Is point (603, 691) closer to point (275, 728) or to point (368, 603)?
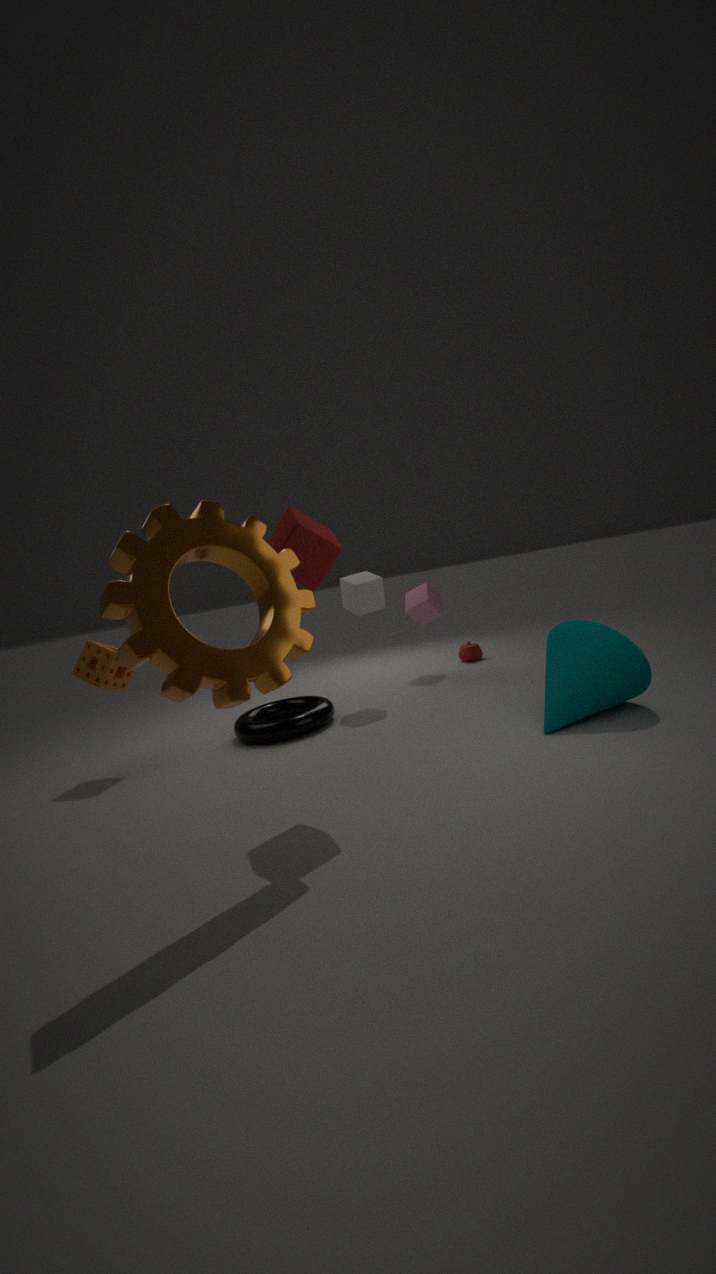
point (368, 603)
